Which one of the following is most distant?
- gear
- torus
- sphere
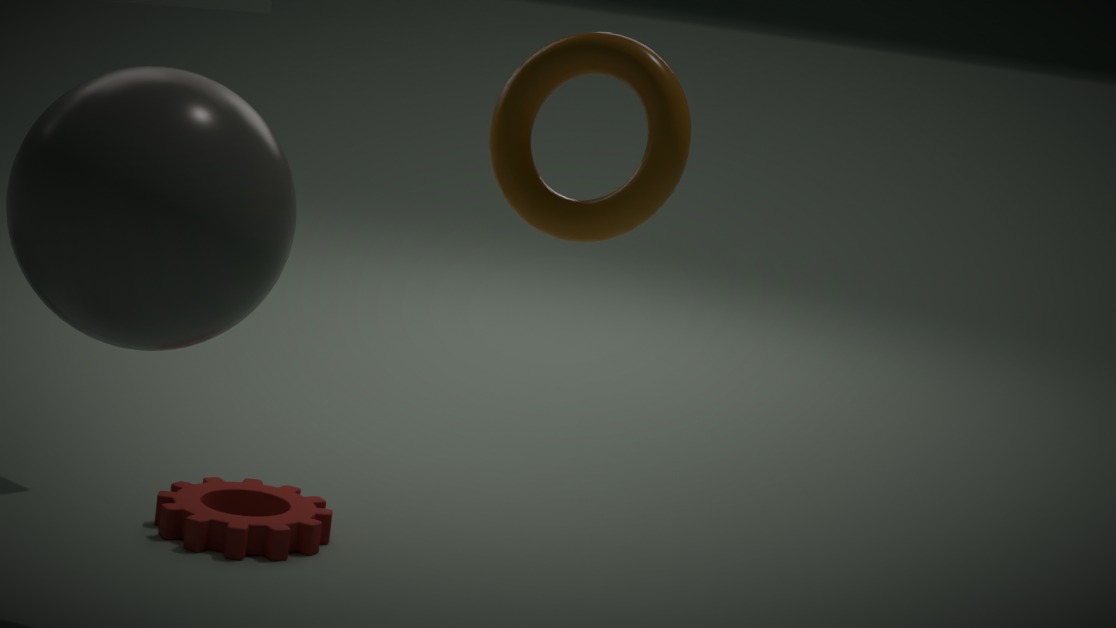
gear
